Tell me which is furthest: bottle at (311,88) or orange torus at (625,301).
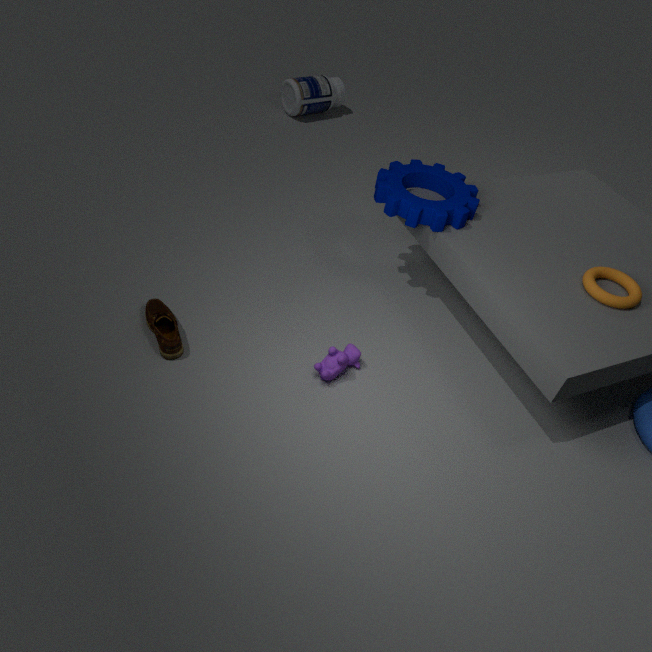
bottle at (311,88)
